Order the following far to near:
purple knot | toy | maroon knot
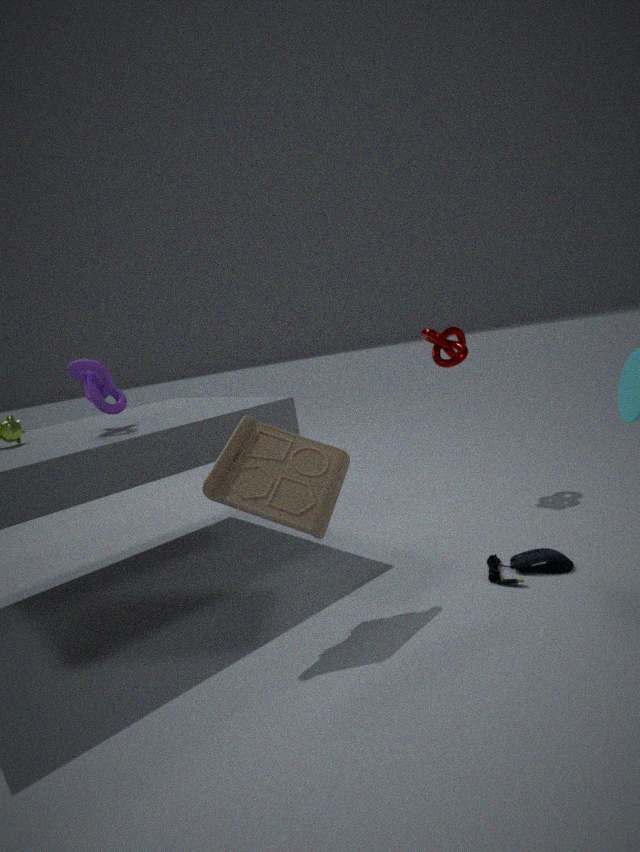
maroon knot
purple knot
toy
